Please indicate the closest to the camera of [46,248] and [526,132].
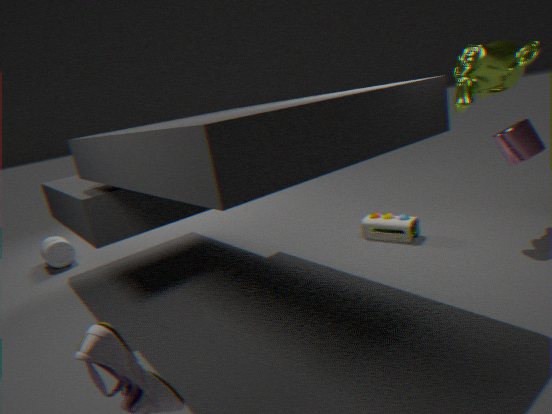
[526,132]
